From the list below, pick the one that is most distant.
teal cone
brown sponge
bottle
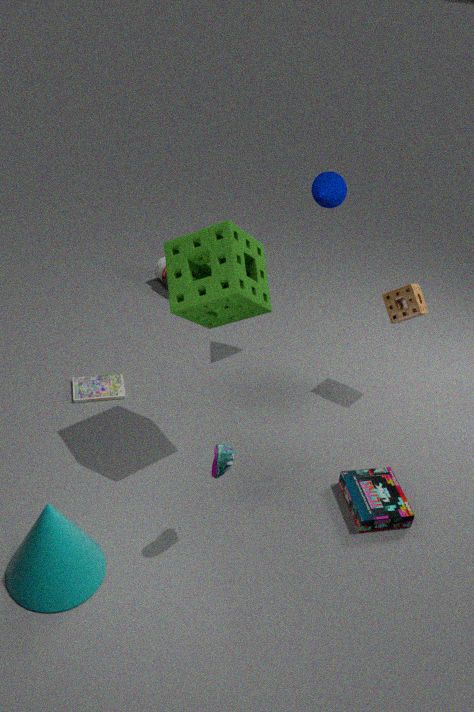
bottle
